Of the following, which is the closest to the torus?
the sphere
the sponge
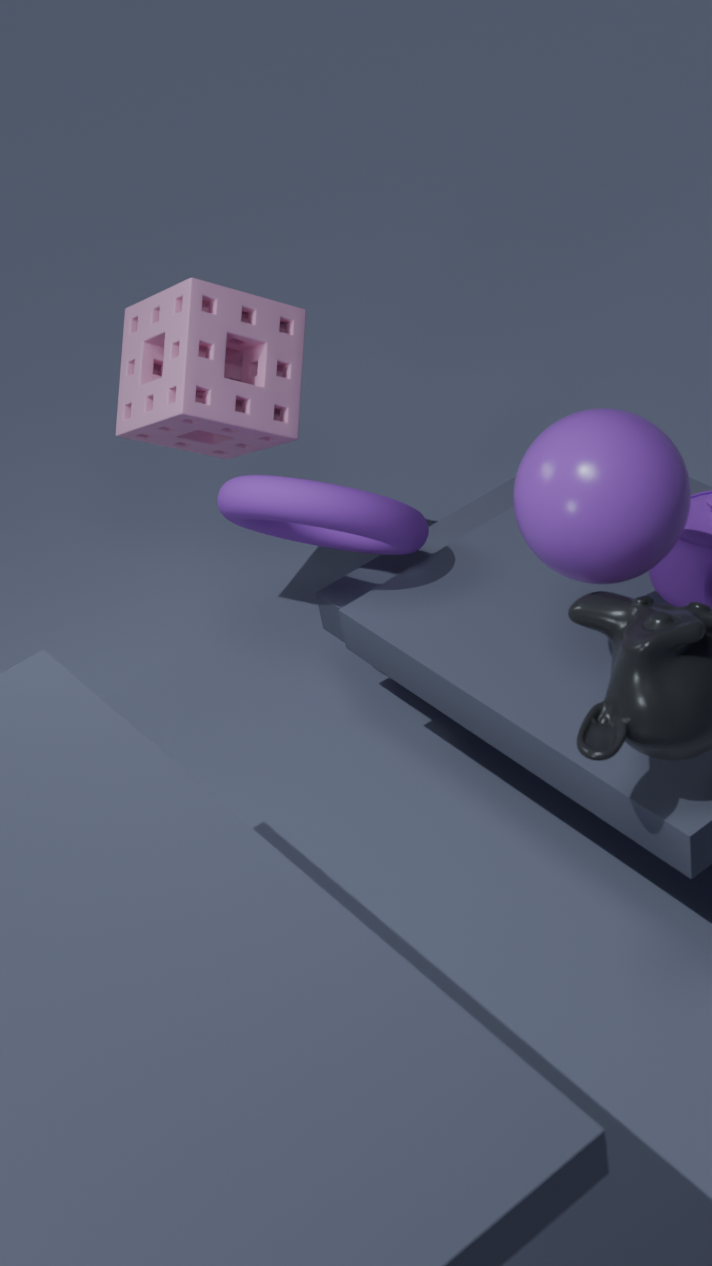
the sponge
